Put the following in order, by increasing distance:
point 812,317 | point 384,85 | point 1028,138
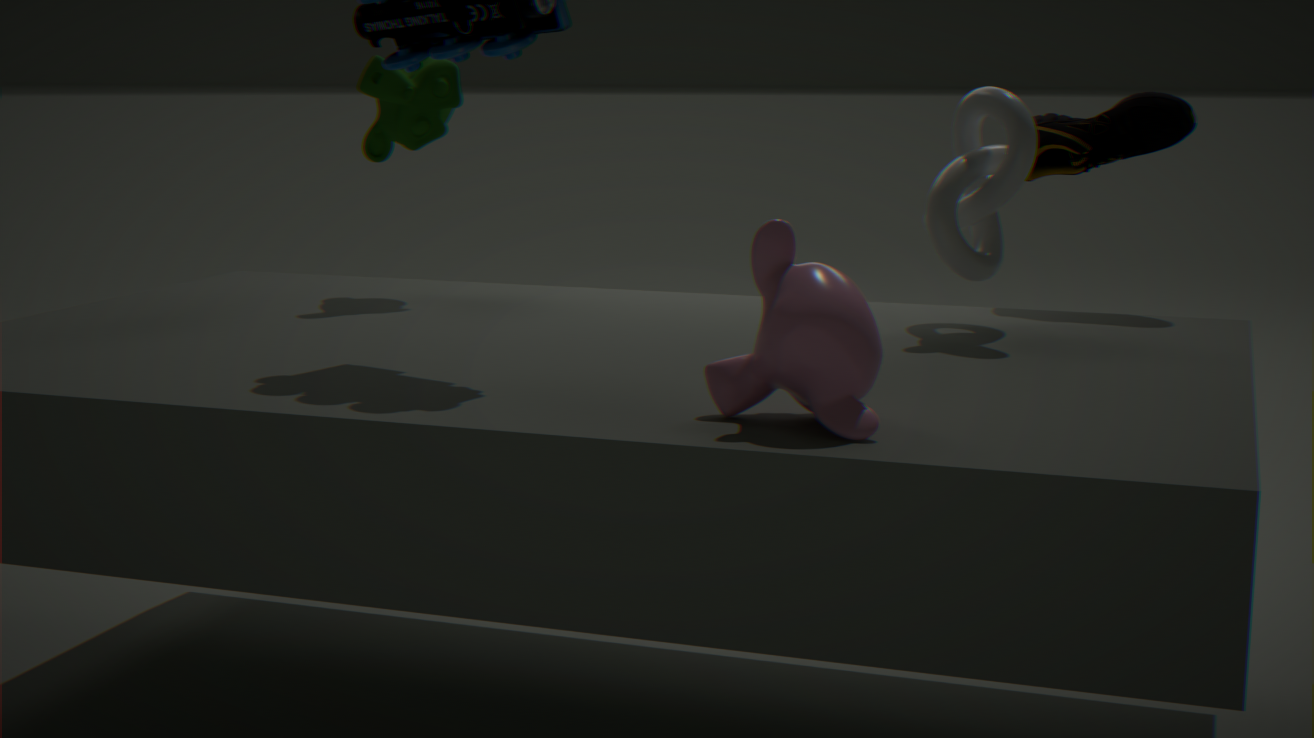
point 812,317 < point 1028,138 < point 384,85
